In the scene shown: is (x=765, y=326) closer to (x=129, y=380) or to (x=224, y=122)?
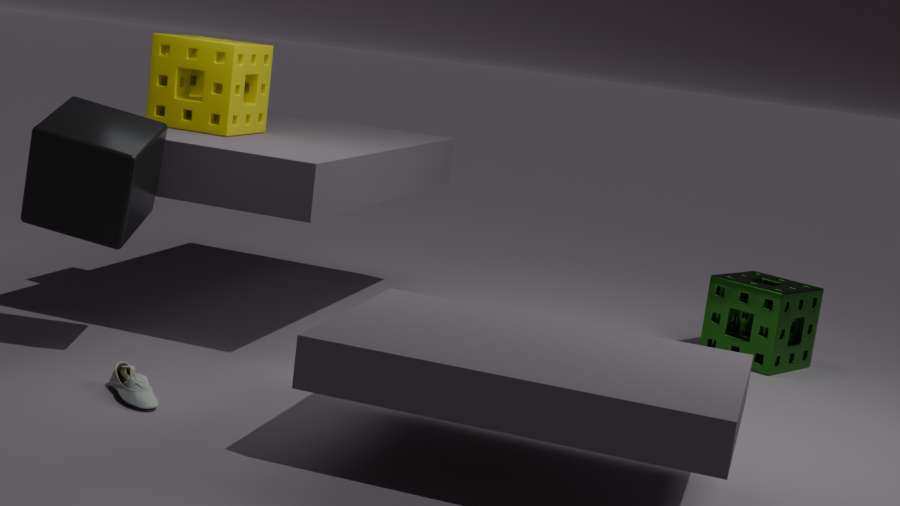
(x=224, y=122)
